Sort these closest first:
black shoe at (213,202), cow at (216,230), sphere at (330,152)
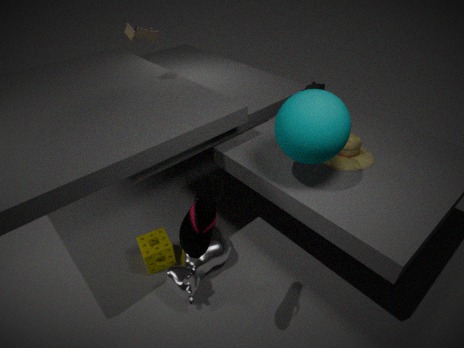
black shoe at (213,202) → sphere at (330,152) → cow at (216,230)
